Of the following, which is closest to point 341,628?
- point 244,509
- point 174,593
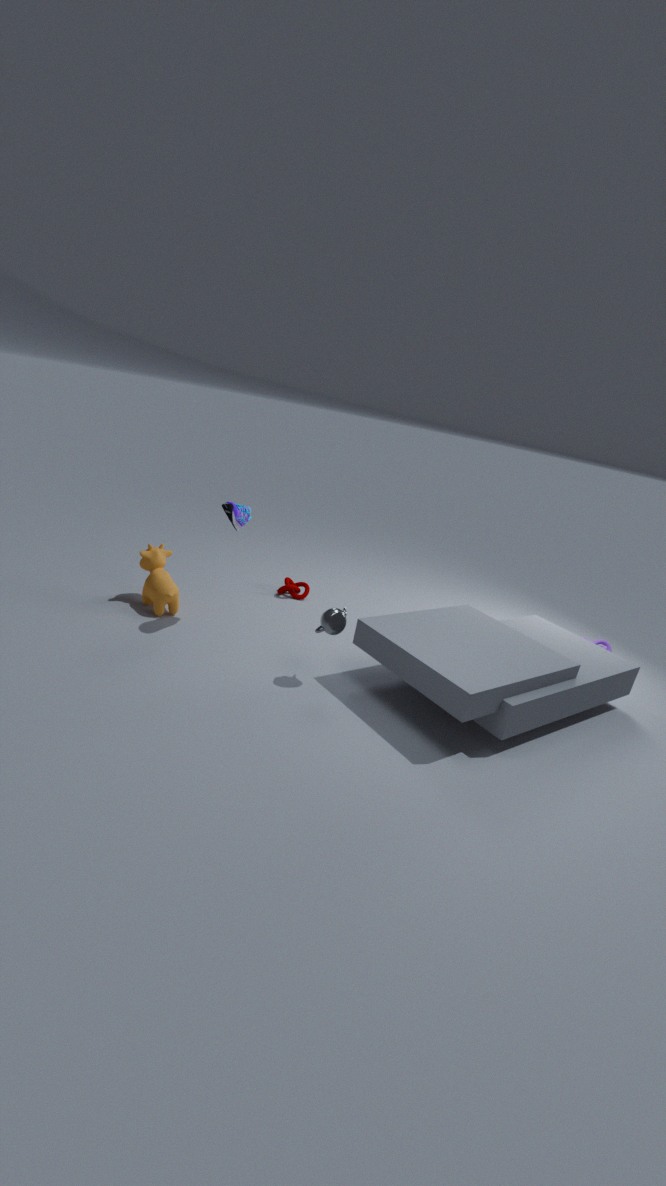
point 244,509
